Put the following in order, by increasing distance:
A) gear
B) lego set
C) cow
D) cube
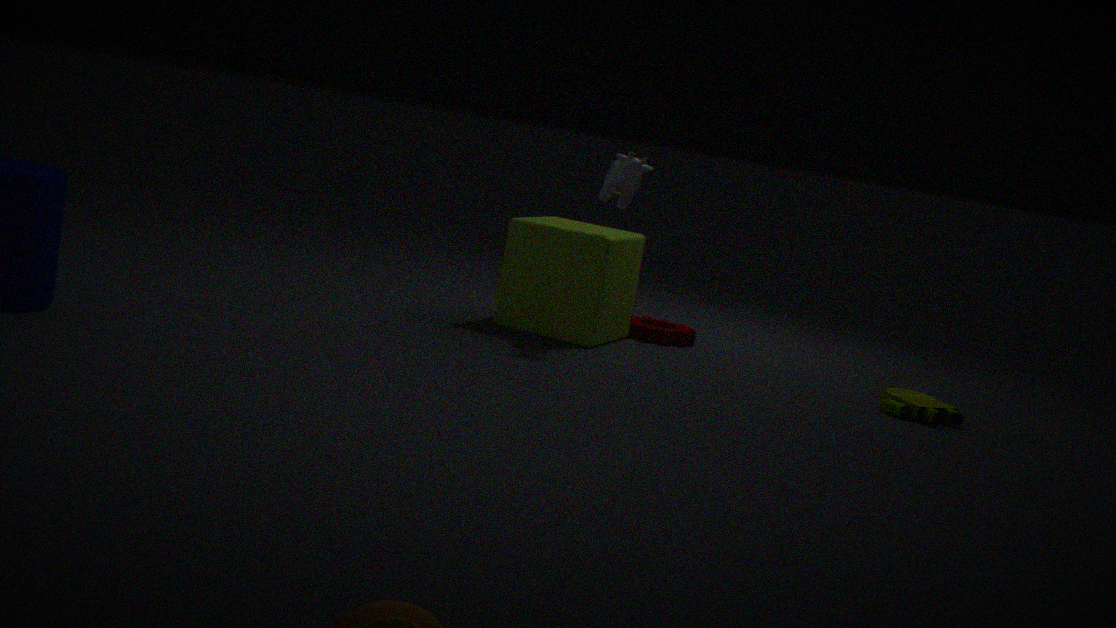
lego set, cow, cube, gear
